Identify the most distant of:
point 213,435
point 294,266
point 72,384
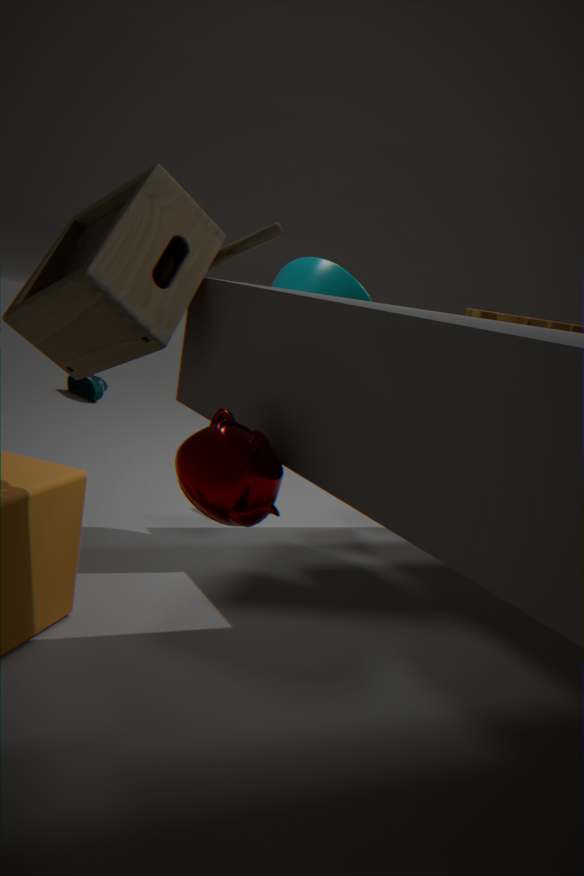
point 72,384
